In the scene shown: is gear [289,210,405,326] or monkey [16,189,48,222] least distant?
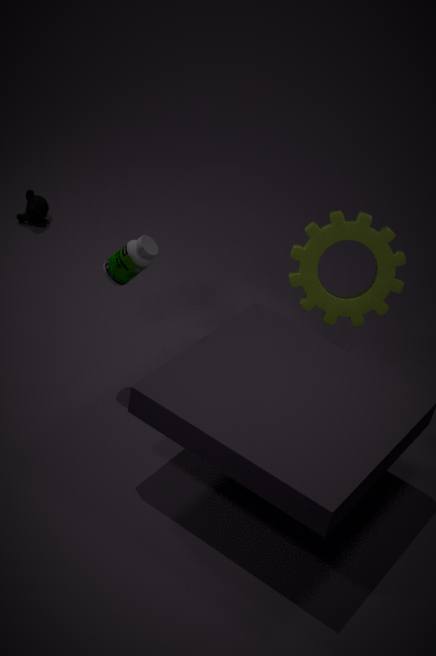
gear [289,210,405,326]
